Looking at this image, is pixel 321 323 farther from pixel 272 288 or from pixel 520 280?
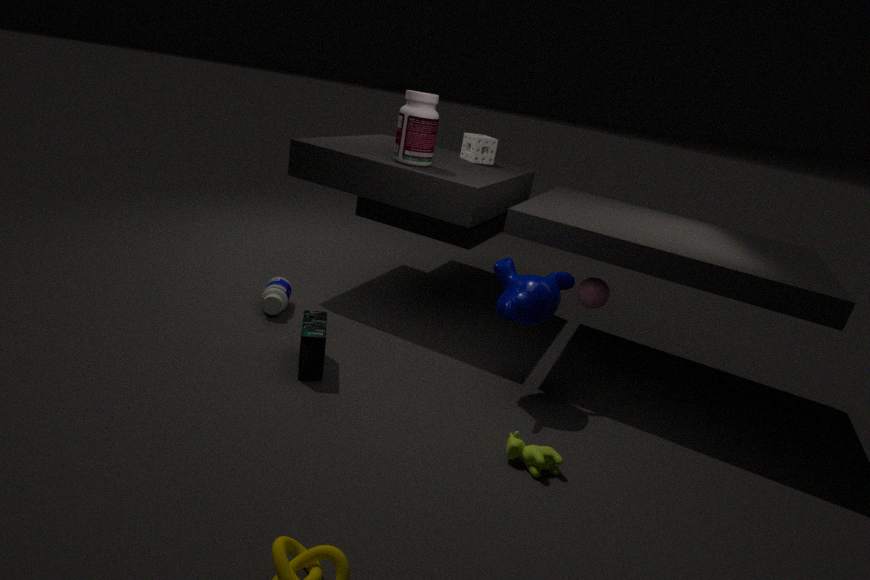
pixel 520 280
